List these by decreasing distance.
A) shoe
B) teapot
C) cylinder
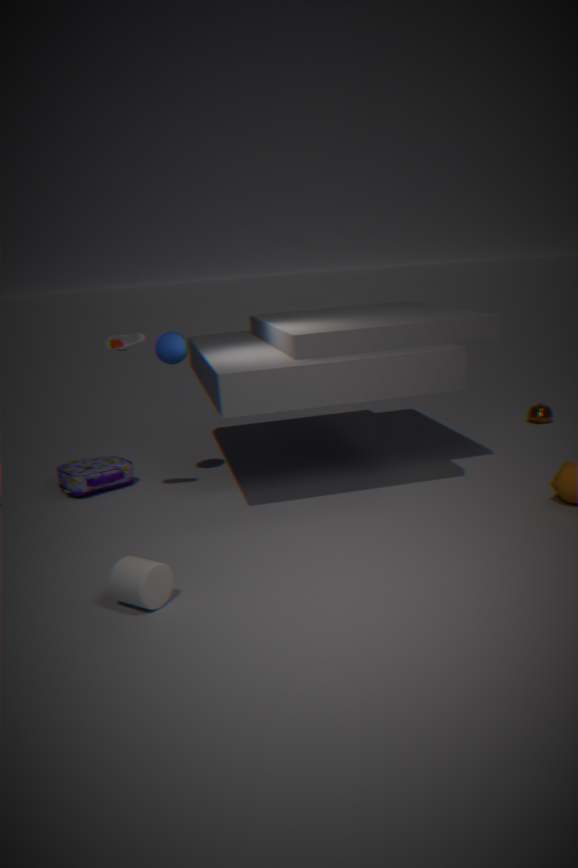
teapot < shoe < cylinder
